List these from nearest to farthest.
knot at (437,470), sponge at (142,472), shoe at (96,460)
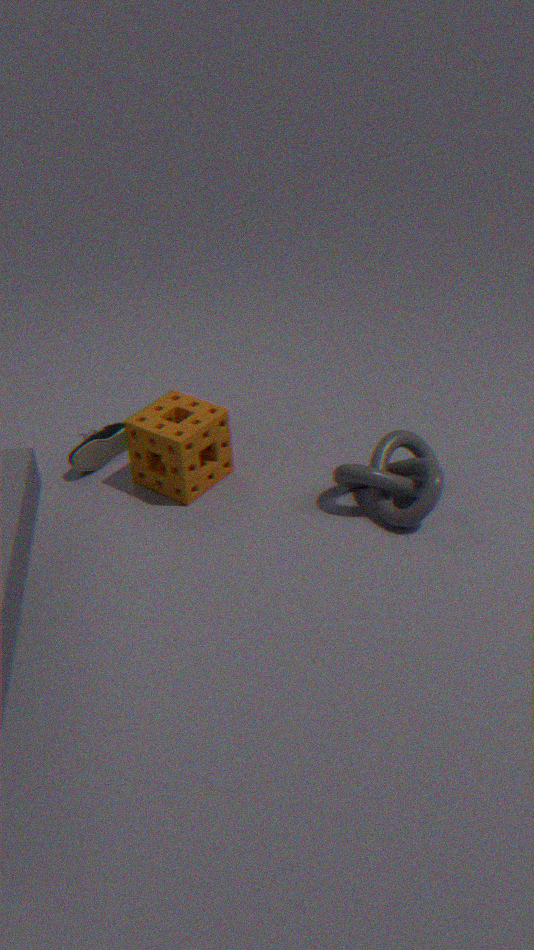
1. knot at (437,470)
2. sponge at (142,472)
3. shoe at (96,460)
